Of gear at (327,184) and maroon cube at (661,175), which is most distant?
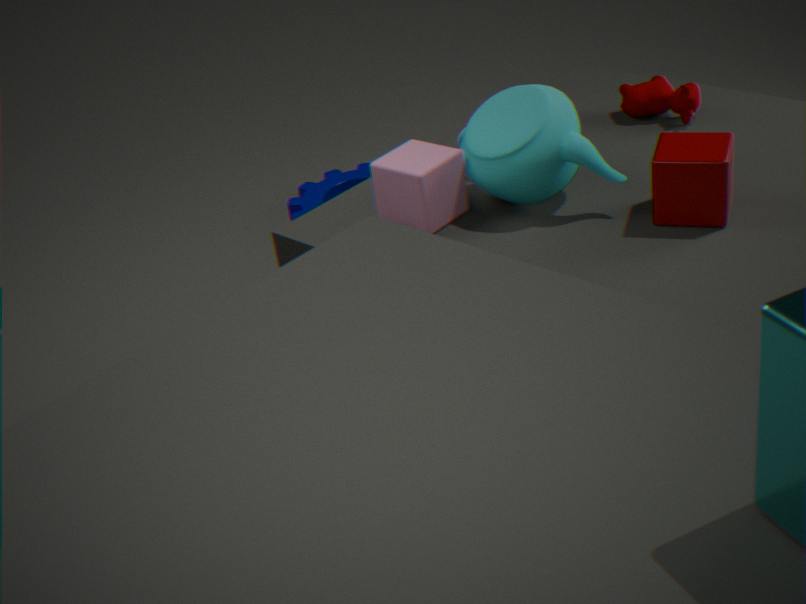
gear at (327,184)
